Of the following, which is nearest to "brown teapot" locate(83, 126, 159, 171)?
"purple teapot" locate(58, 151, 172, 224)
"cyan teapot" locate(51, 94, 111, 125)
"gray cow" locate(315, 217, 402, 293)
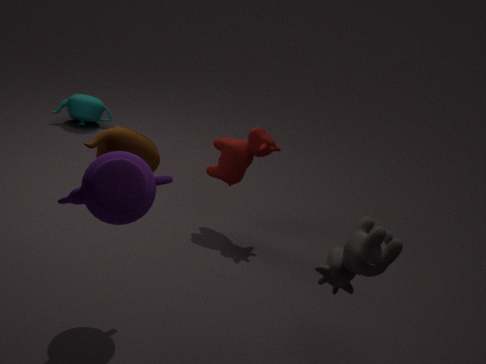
"purple teapot" locate(58, 151, 172, 224)
